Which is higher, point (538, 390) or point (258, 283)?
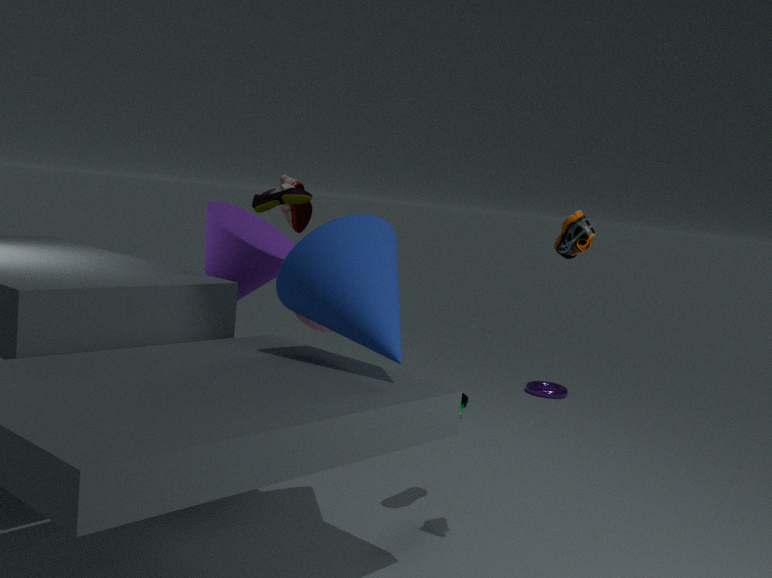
point (258, 283)
